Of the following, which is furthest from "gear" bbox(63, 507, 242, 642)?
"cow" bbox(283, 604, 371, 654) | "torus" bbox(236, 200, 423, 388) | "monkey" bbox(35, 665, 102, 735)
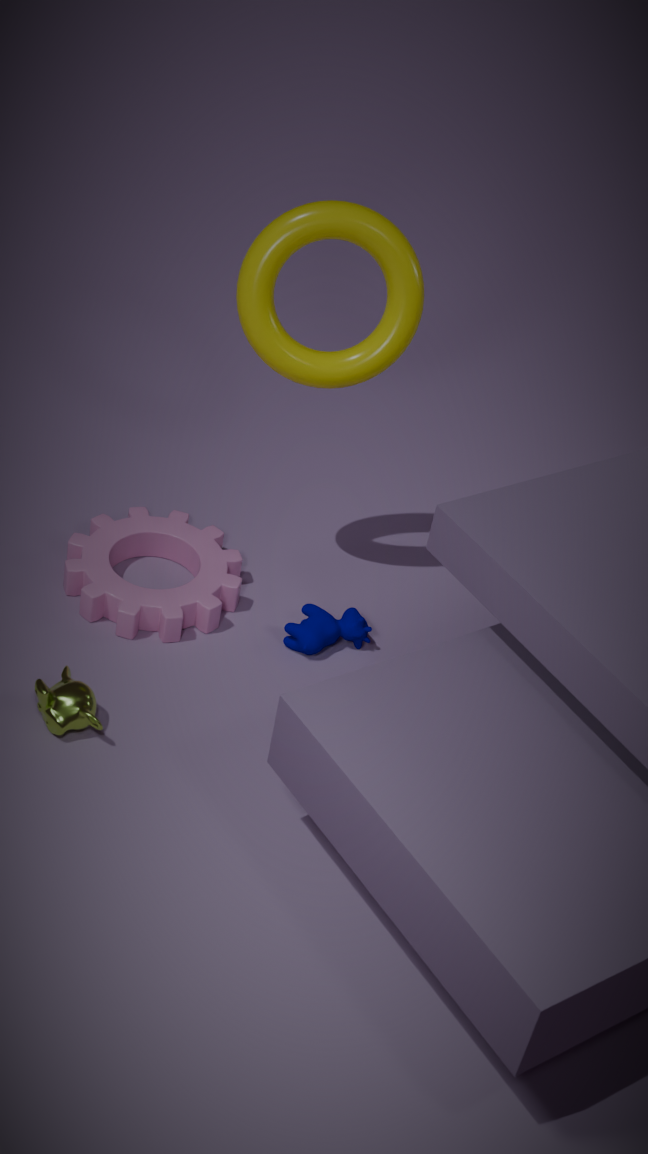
"torus" bbox(236, 200, 423, 388)
